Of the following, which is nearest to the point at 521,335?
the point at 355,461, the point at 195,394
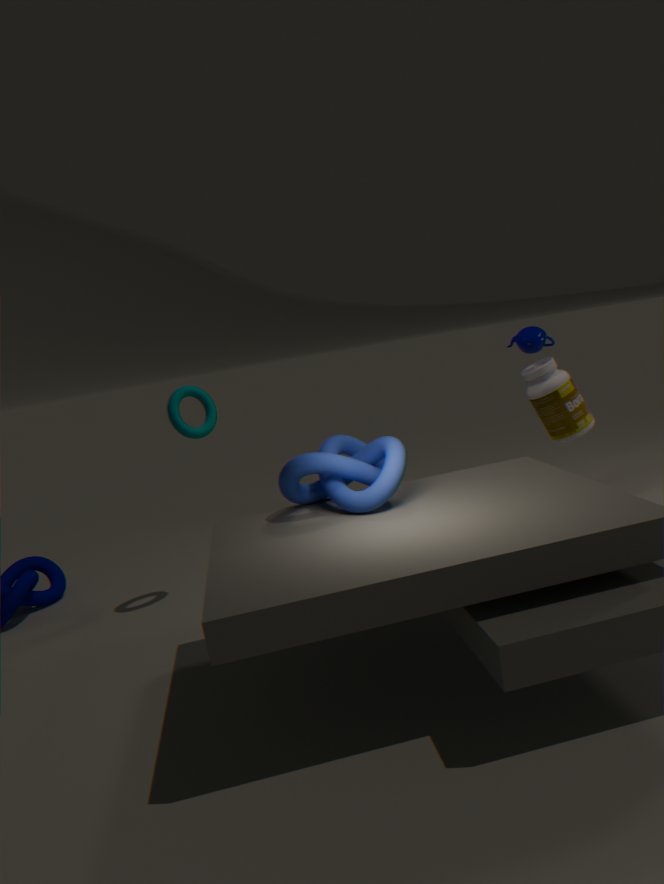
the point at 355,461
